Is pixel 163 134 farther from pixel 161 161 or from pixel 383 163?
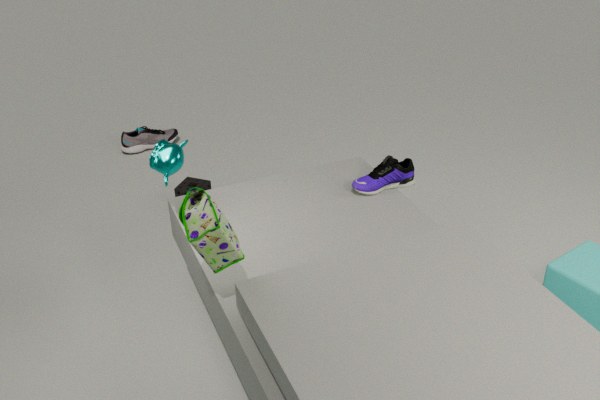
pixel 383 163
